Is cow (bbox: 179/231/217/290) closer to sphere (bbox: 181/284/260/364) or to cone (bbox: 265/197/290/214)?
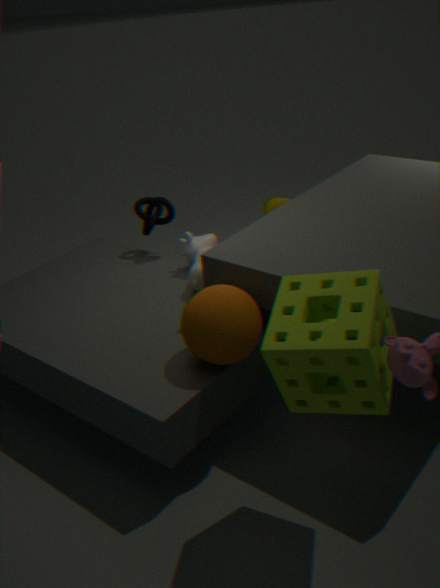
sphere (bbox: 181/284/260/364)
